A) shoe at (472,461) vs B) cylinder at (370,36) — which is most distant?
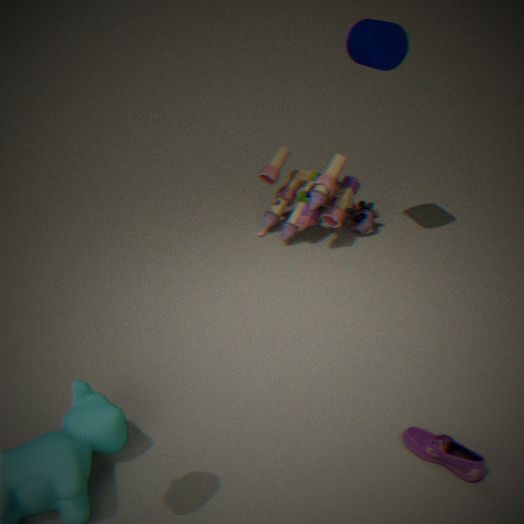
B. cylinder at (370,36)
